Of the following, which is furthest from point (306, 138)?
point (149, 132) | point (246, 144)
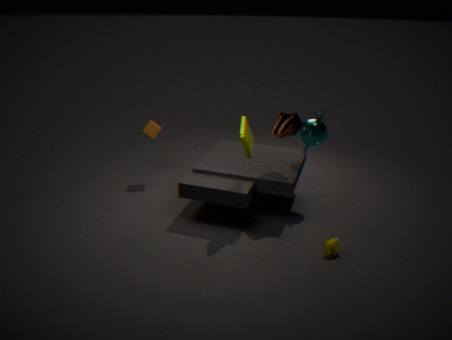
point (149, 132)
